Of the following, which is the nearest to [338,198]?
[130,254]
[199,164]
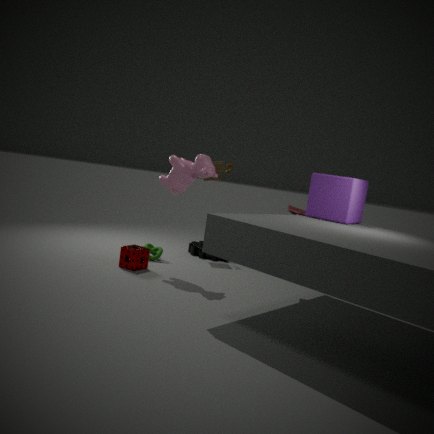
[199,164]
